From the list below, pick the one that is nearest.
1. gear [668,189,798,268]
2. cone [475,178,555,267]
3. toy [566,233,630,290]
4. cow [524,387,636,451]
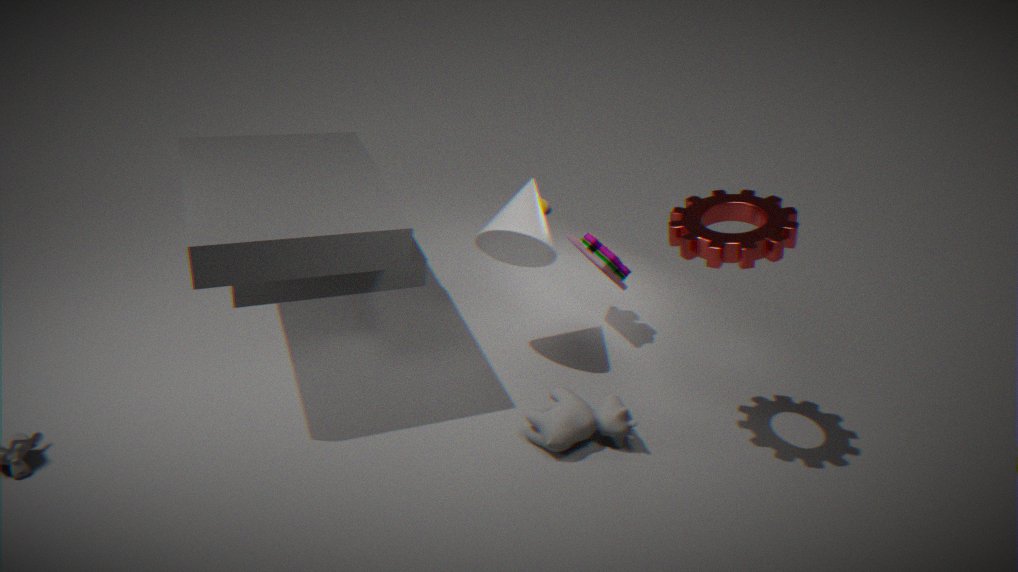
gear [668,189,798,268]
